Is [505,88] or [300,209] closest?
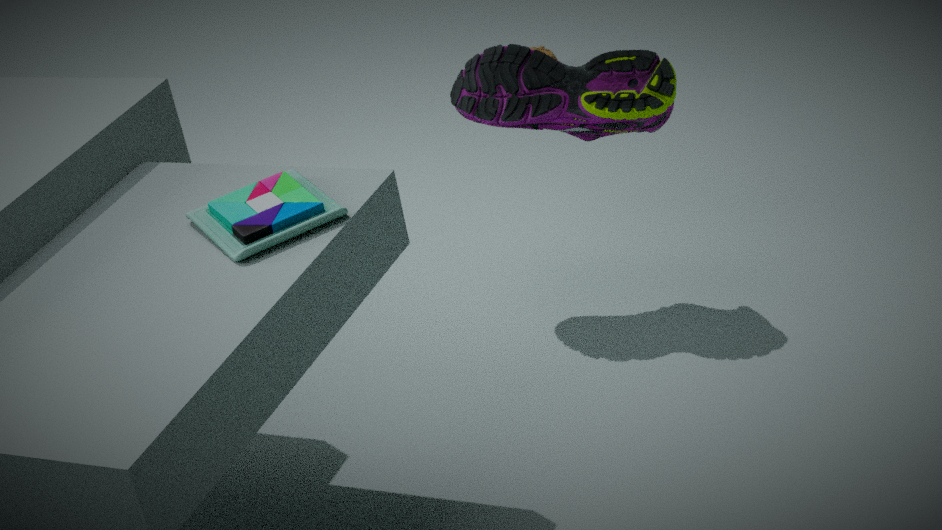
[300,209]
